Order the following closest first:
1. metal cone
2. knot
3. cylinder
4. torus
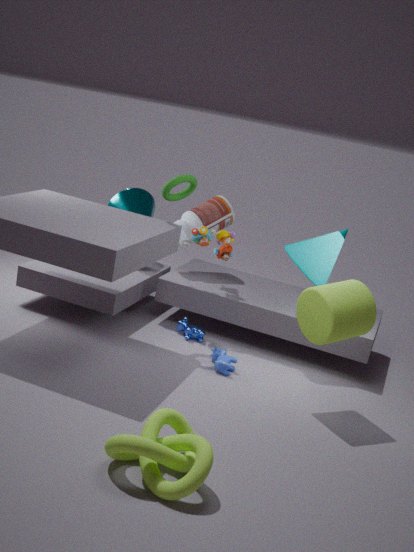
knot
cylinder
torus
metal cone
